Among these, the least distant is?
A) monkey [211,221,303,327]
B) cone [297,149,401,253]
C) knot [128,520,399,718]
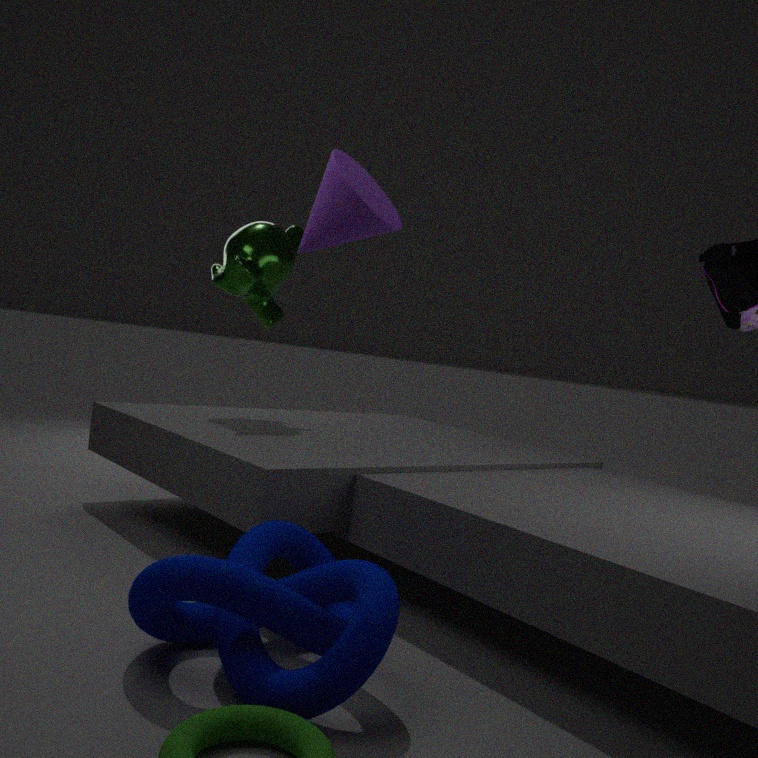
knot [128,520,399,718]
